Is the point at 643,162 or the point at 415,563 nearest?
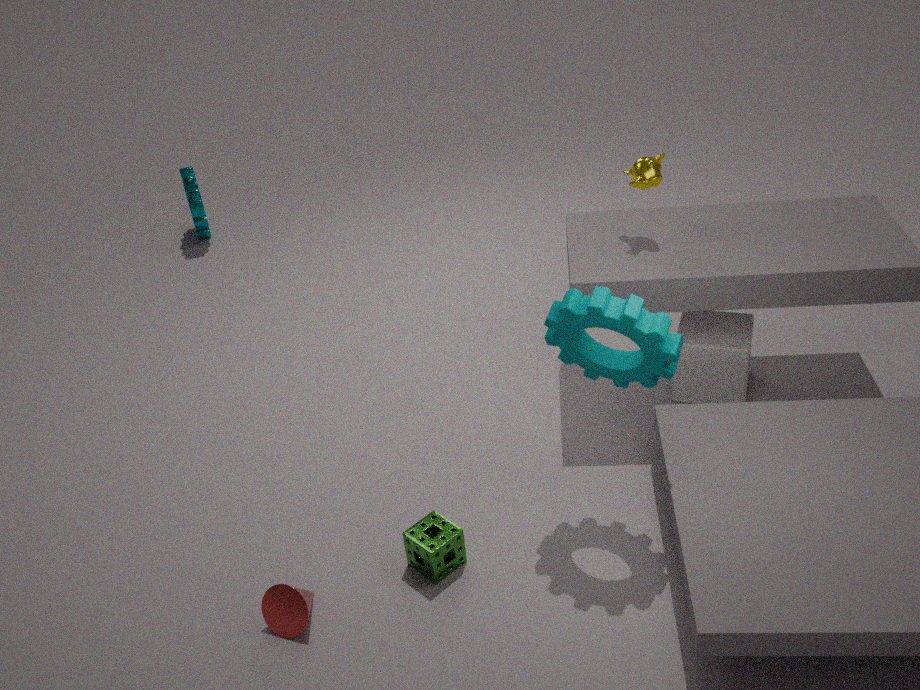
the point at 415,563
